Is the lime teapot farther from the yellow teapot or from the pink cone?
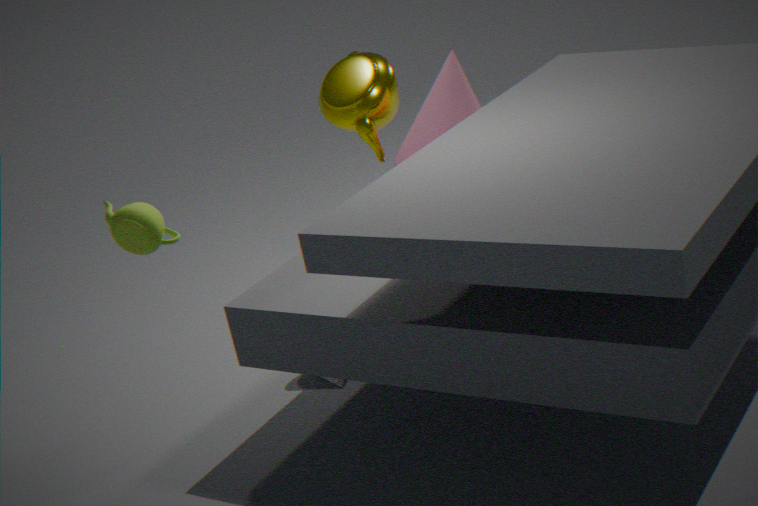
the yellow teapot
